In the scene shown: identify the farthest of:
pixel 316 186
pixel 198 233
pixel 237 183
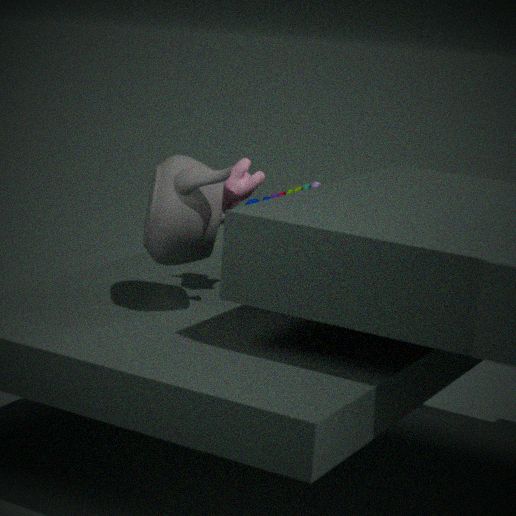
pixel 237 183
